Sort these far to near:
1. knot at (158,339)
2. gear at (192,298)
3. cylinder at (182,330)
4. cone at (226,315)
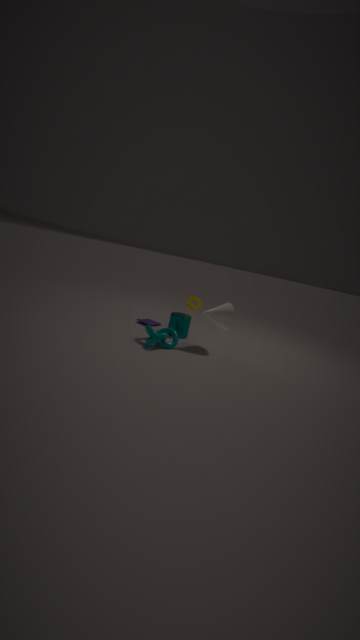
1. gear at (192,298)
2. cylinder at (182,330)
3. cone at (226,315)
4. knot at (158,339)
